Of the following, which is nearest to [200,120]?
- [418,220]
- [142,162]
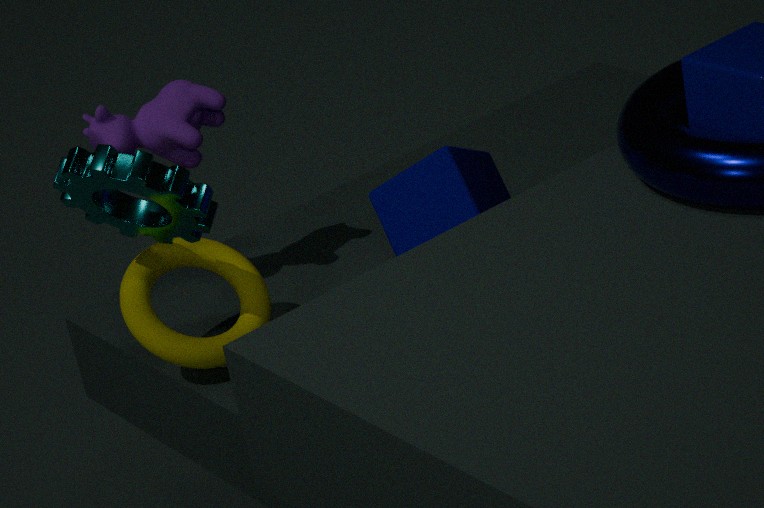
[142,162]
